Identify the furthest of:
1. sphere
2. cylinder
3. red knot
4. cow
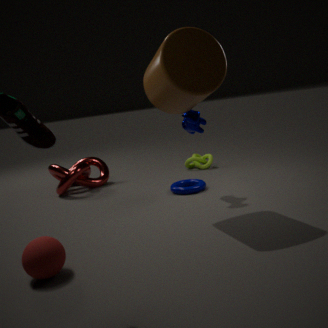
red knot
